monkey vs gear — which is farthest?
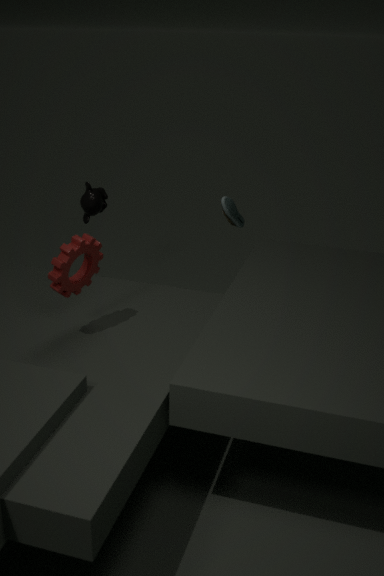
monkey
